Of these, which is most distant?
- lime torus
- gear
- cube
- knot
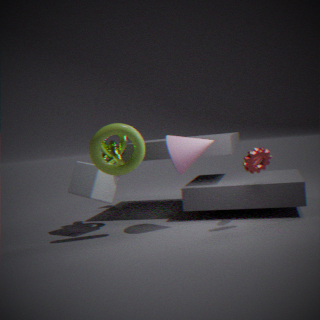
knot
